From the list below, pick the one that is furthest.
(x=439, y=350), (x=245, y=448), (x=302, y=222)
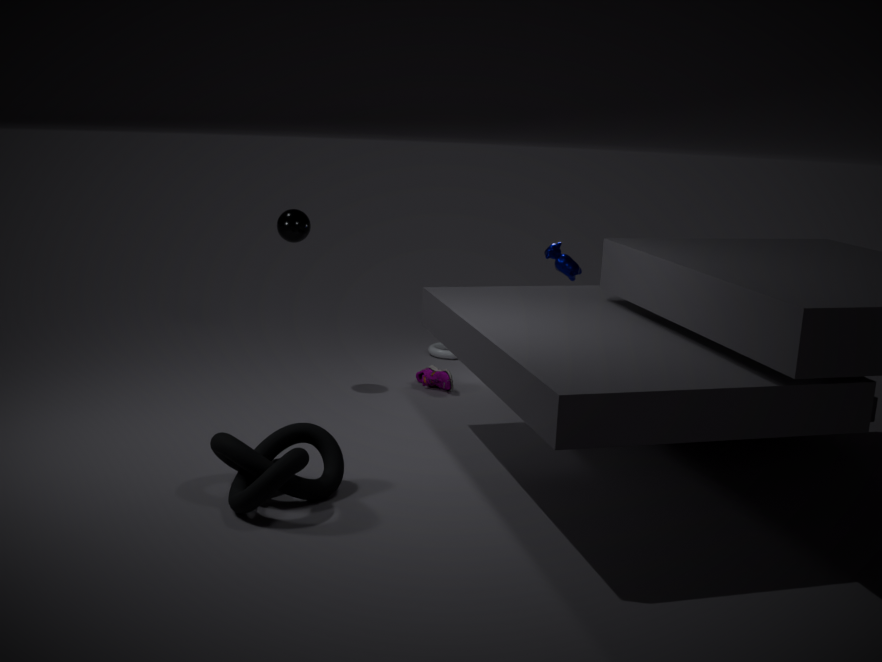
(x=439, y=350)
